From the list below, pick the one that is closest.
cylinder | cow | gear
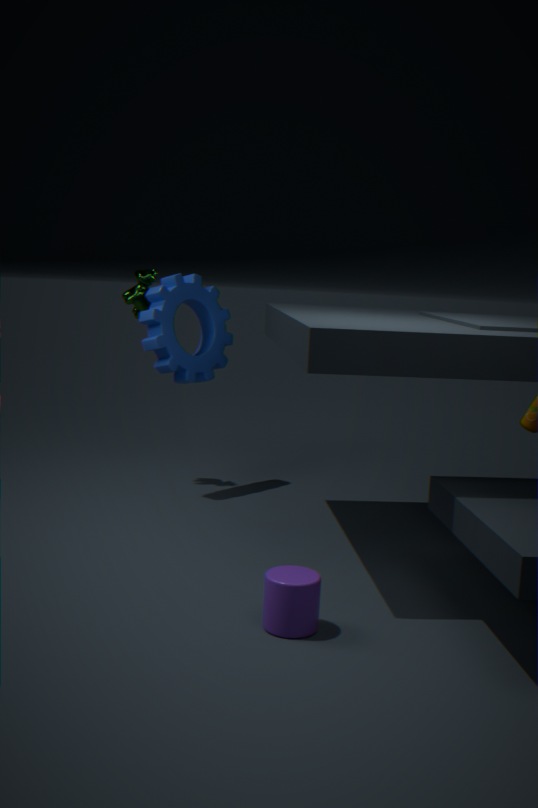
cylinder
